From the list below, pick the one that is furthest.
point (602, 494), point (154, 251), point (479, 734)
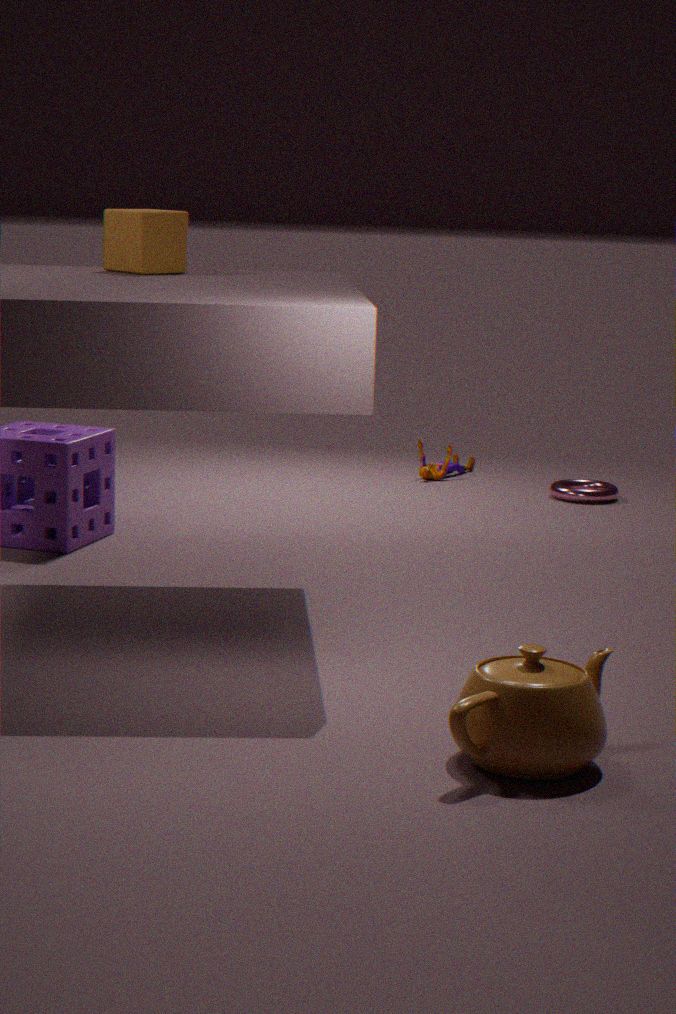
point (602, 494)
